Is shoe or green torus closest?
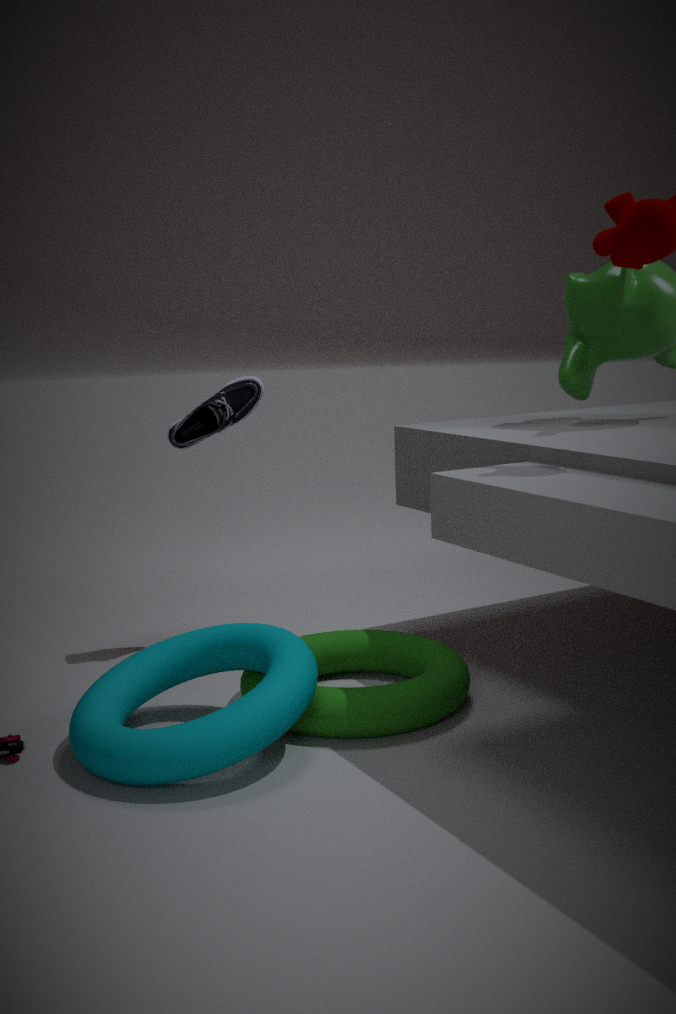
green torus
